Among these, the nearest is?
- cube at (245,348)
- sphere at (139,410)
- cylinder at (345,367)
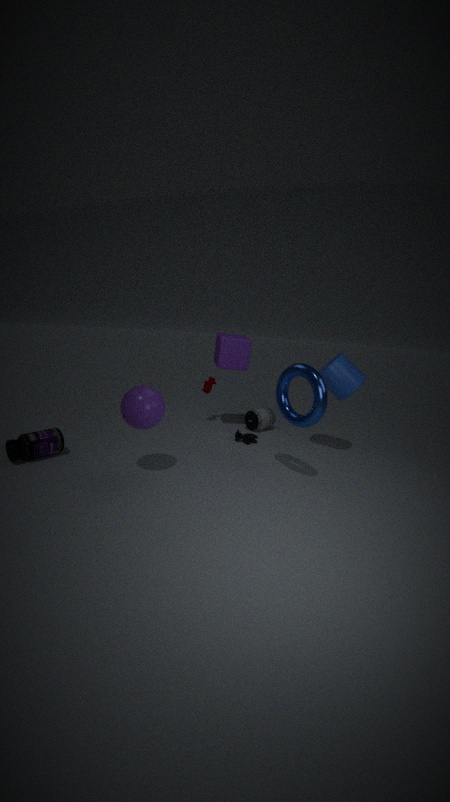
sphere at (139,410)
